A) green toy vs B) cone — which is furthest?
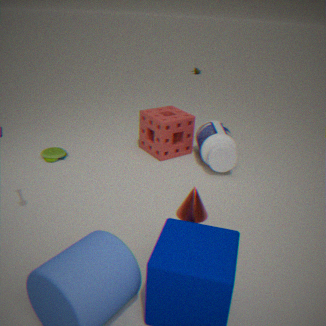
A. green toy
